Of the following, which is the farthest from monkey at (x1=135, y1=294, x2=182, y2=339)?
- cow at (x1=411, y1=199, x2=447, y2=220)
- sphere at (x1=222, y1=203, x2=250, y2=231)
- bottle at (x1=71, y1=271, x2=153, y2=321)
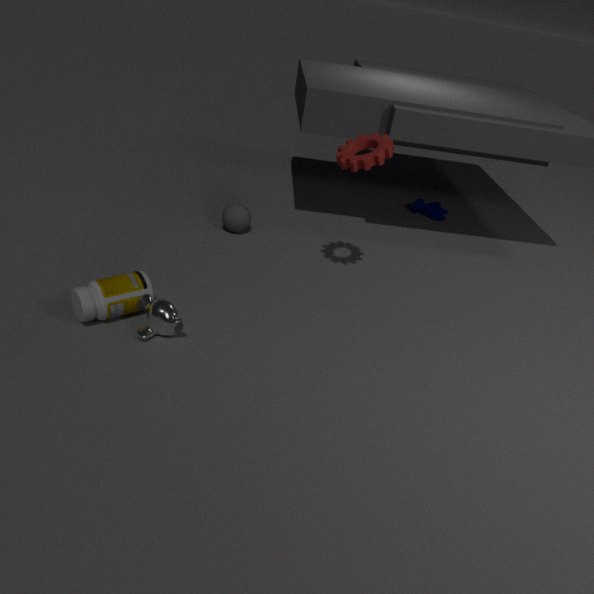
cow at (x1=411, y1=199, x2=447, y2=220)
